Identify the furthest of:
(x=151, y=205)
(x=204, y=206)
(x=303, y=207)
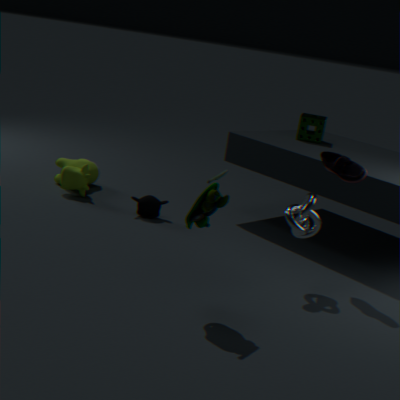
(x=151, y=205)
